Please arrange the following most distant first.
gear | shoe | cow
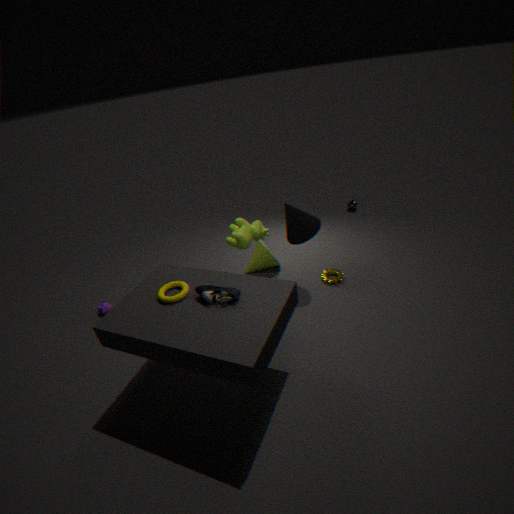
1. gear
2. cow
3. shoe
